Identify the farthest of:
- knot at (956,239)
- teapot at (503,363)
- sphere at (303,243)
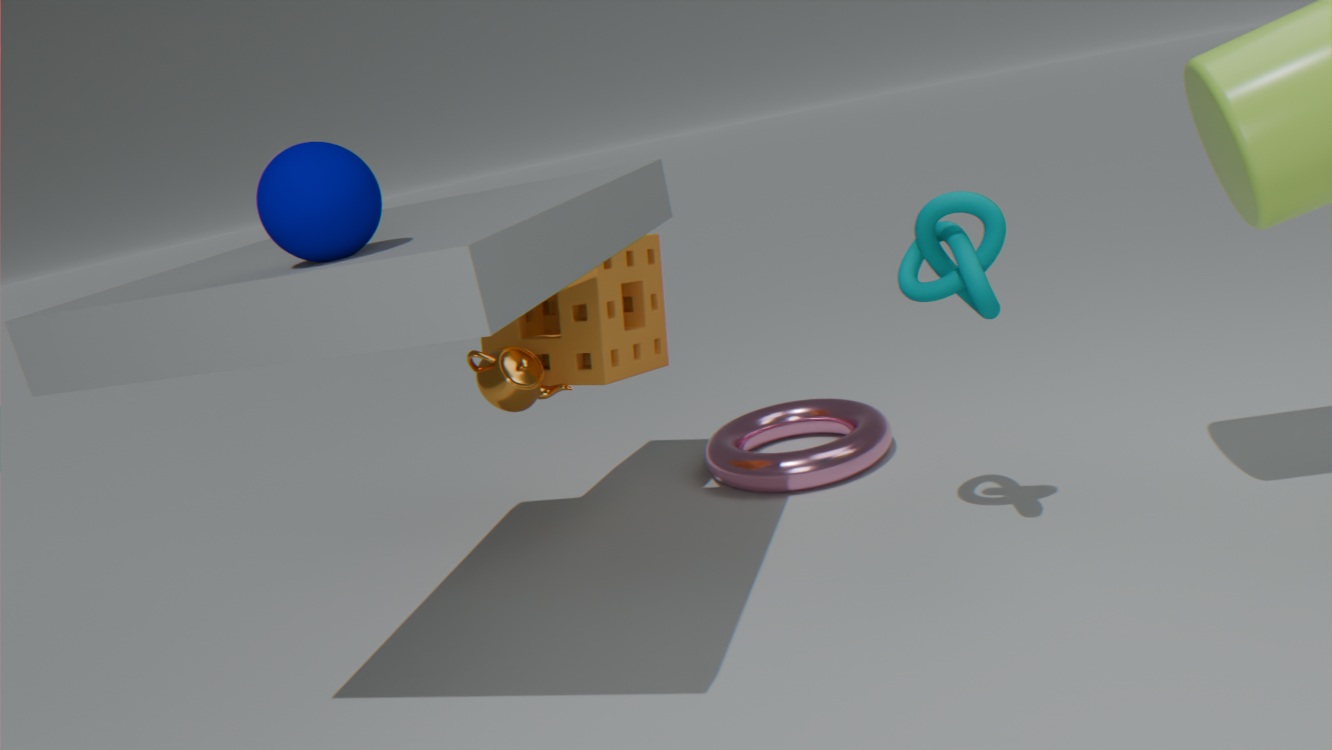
teapot at (503,363)
